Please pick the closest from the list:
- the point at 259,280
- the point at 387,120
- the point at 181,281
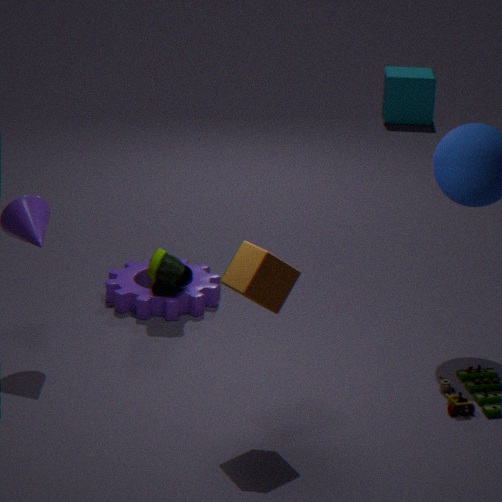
the point at 259,280
